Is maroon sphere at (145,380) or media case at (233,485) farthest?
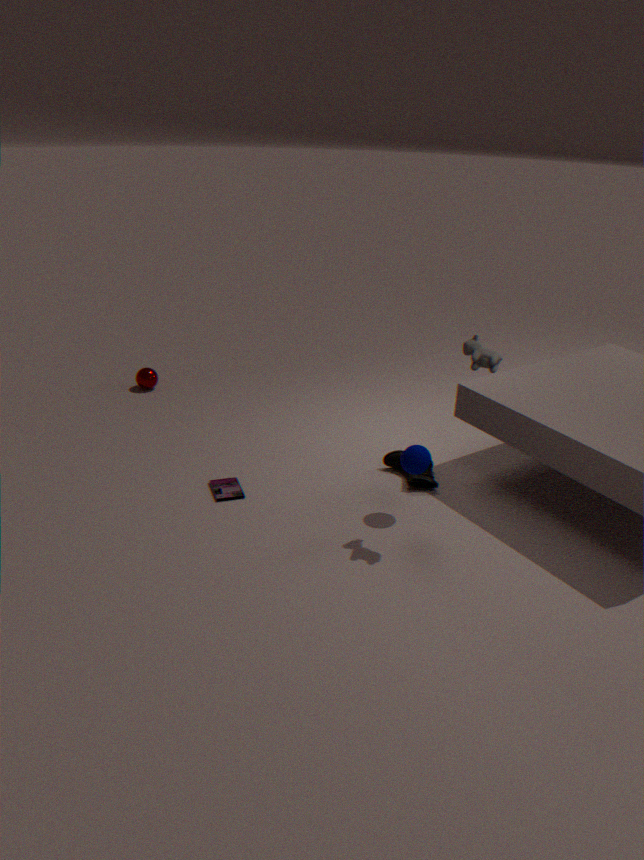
maroon sphere at (145,380)
